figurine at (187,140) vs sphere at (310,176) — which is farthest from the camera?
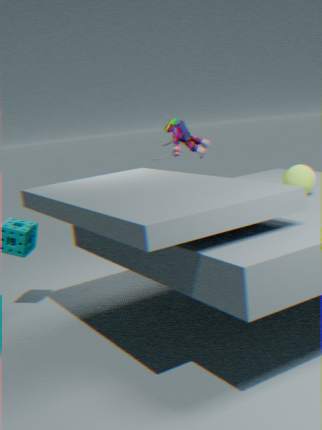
figurine at (187,140)
